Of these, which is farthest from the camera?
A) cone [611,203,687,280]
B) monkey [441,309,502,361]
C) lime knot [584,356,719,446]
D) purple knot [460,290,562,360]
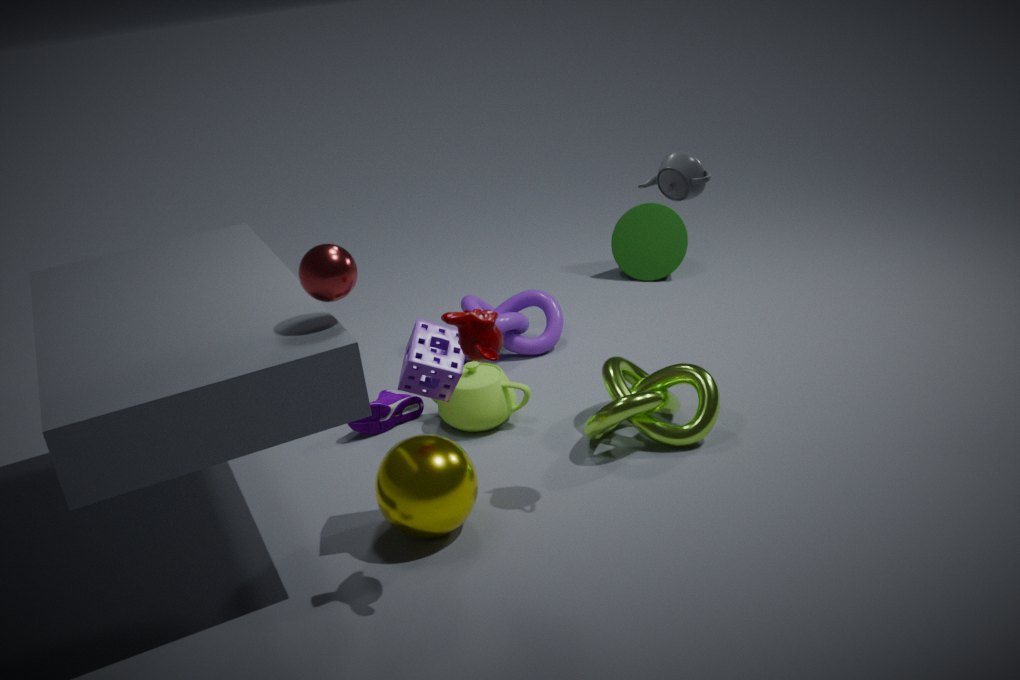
cone [611,203,687,280]
